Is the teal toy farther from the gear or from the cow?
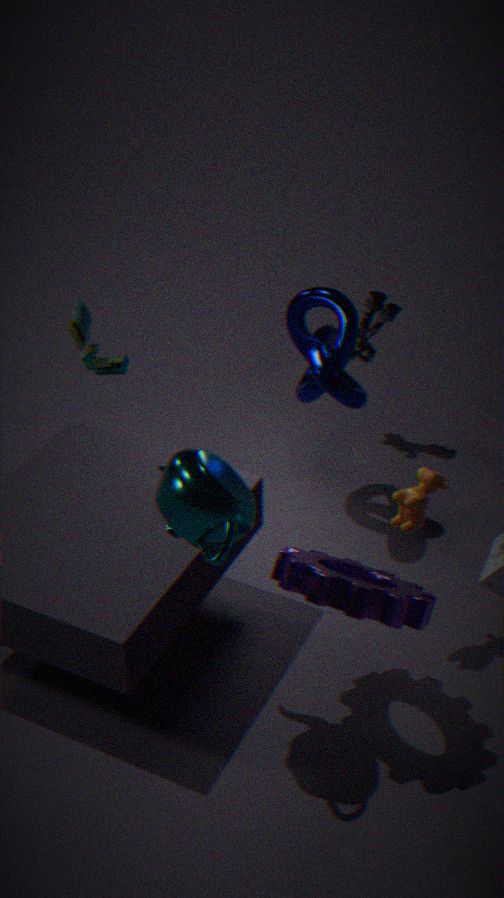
the cow
